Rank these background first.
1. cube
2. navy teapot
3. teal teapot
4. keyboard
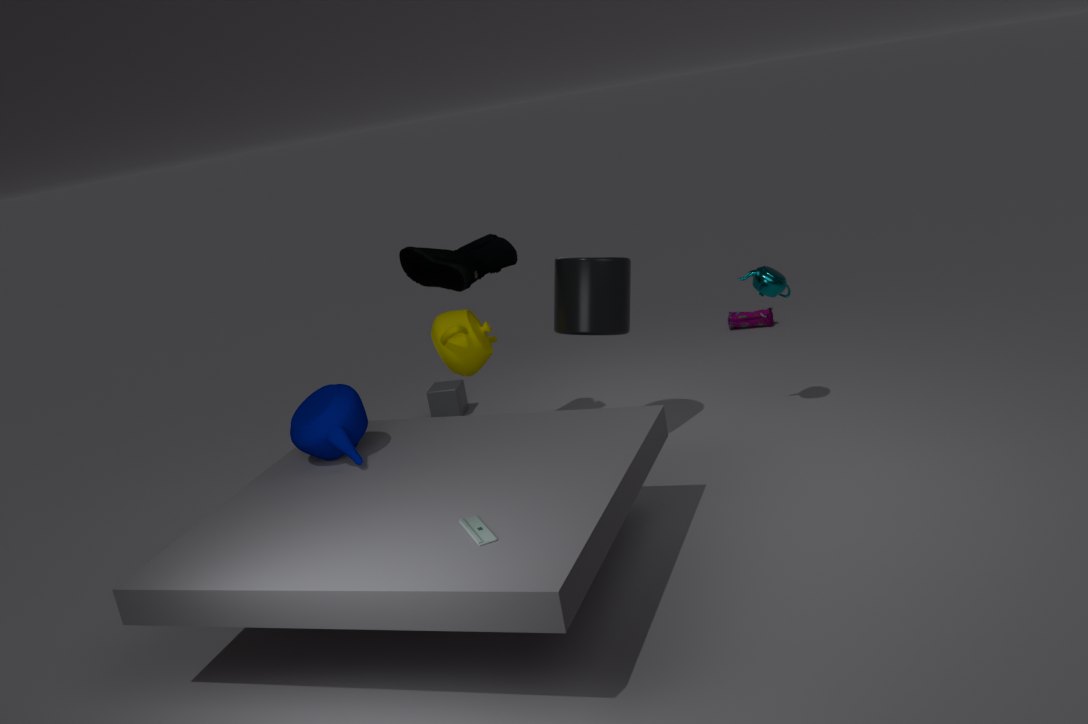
cube < teal teapot < navy teapot < keyboard
